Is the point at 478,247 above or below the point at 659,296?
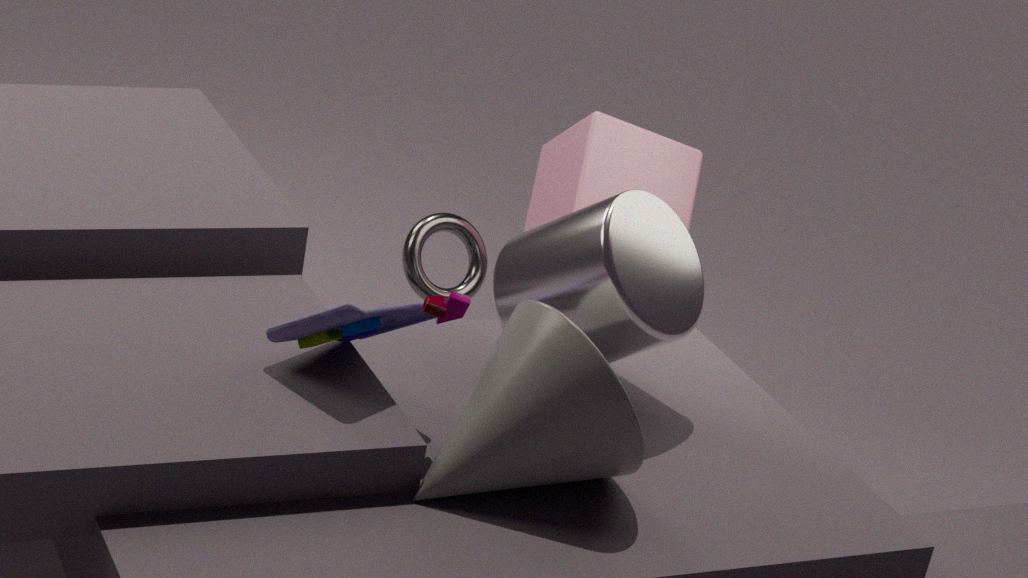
below
